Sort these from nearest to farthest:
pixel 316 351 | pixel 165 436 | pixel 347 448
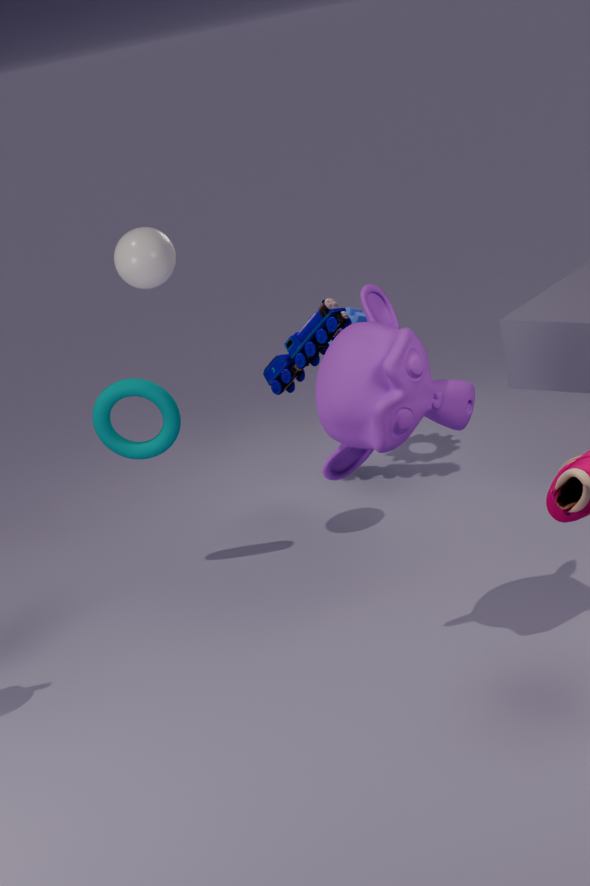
pixel 347 448 → pixel 165 436 → pixel 316 351
